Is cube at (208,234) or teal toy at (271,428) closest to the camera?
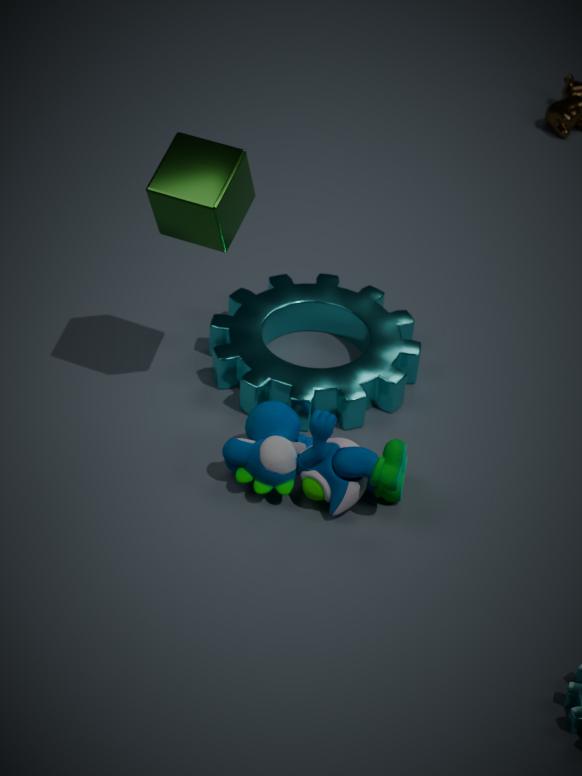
cube at (208,234)
